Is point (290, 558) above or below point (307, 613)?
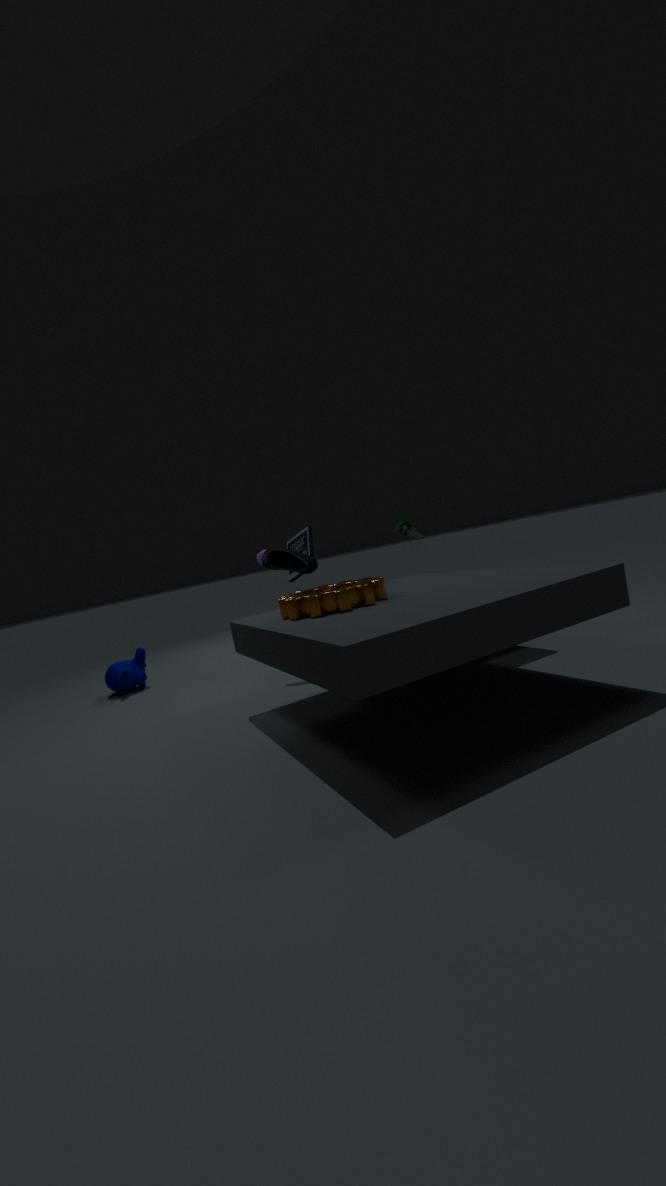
above
